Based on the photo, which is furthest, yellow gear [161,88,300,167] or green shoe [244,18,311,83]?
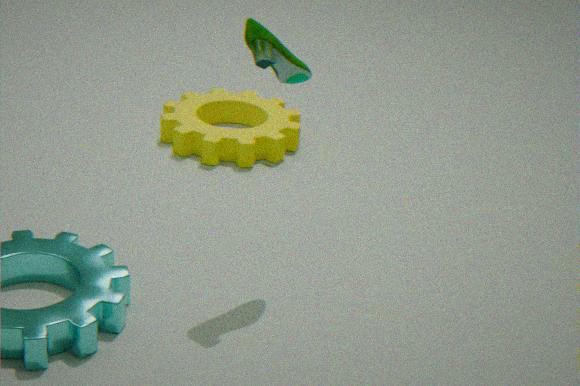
yellow gear [161,88,300,167]
